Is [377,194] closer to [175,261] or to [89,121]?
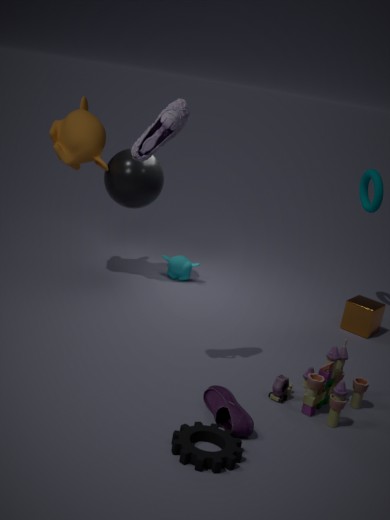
[175,261]
